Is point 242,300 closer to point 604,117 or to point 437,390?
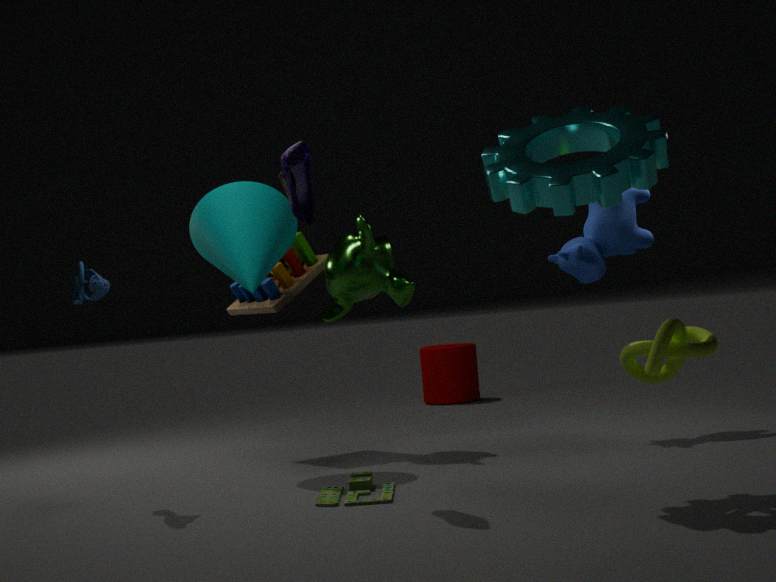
point 604,117
